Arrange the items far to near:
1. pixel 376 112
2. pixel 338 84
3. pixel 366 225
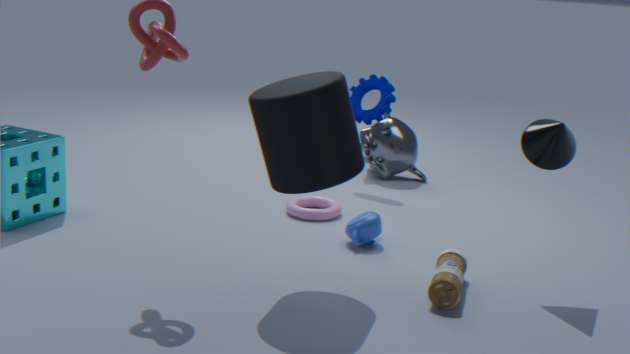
pixel 376 112 → pixel 366 225 → pixel 338 84
